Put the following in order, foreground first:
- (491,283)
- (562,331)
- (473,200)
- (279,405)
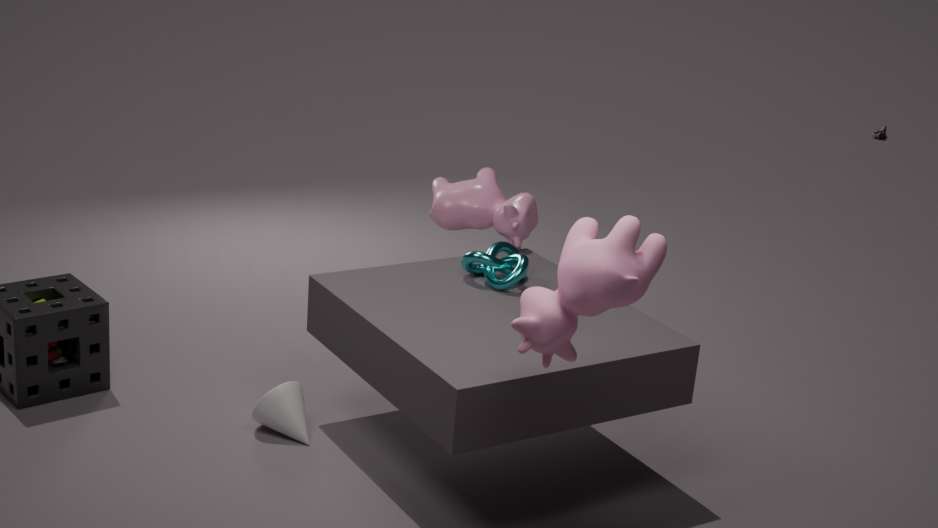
(562,331) → (279,405) → (491,283) → (473,200)
